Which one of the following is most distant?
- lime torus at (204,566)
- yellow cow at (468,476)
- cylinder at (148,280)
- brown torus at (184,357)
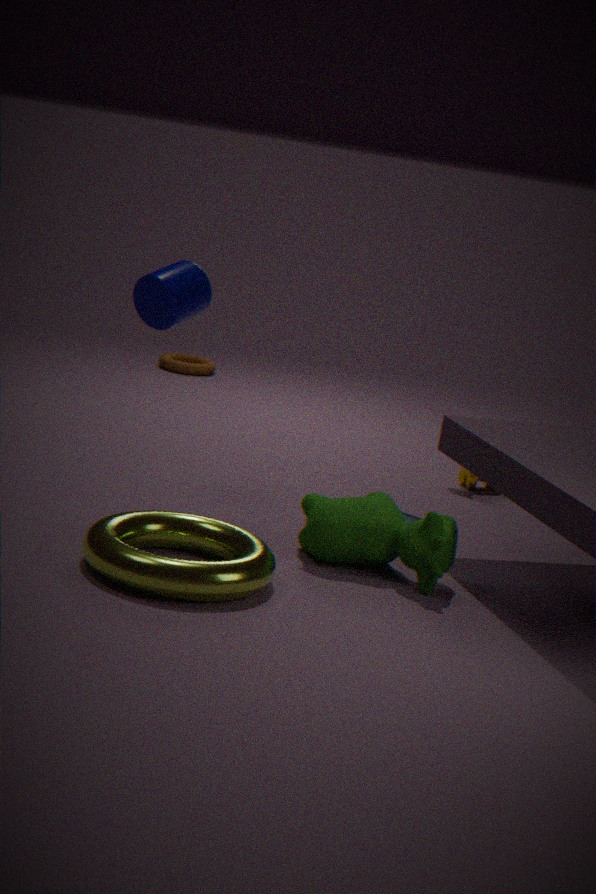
brown torus at (184,357)
